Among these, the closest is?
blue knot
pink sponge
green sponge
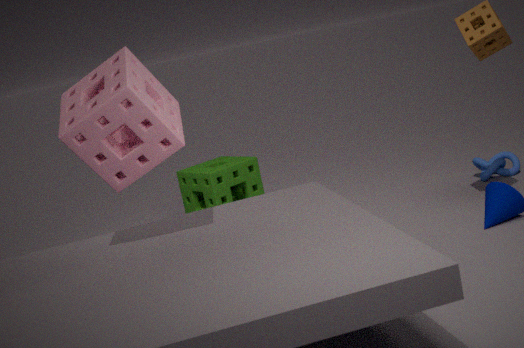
pink sponge
